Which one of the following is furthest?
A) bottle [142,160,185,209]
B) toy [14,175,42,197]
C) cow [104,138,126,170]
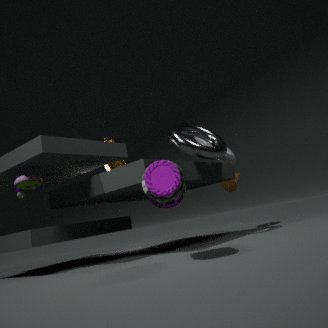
cow [104,138,126,170]
